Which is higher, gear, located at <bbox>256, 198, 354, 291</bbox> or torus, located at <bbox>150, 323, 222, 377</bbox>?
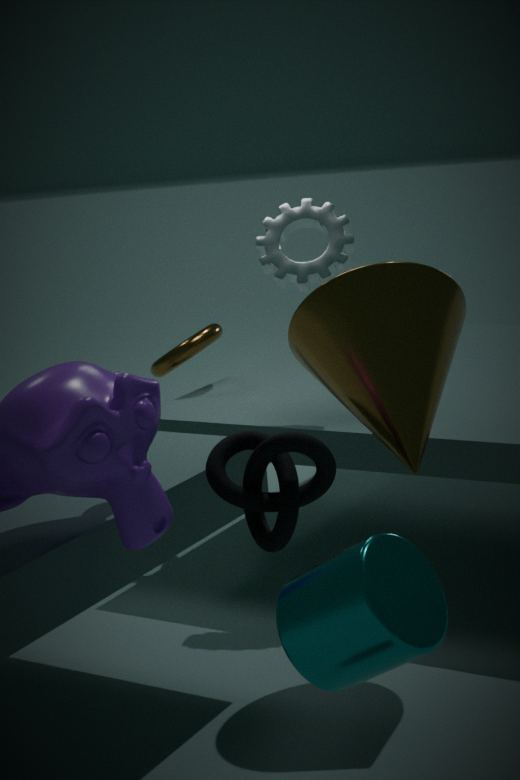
gear, located at <bbox>256, 198, 354, 291</bbox>
